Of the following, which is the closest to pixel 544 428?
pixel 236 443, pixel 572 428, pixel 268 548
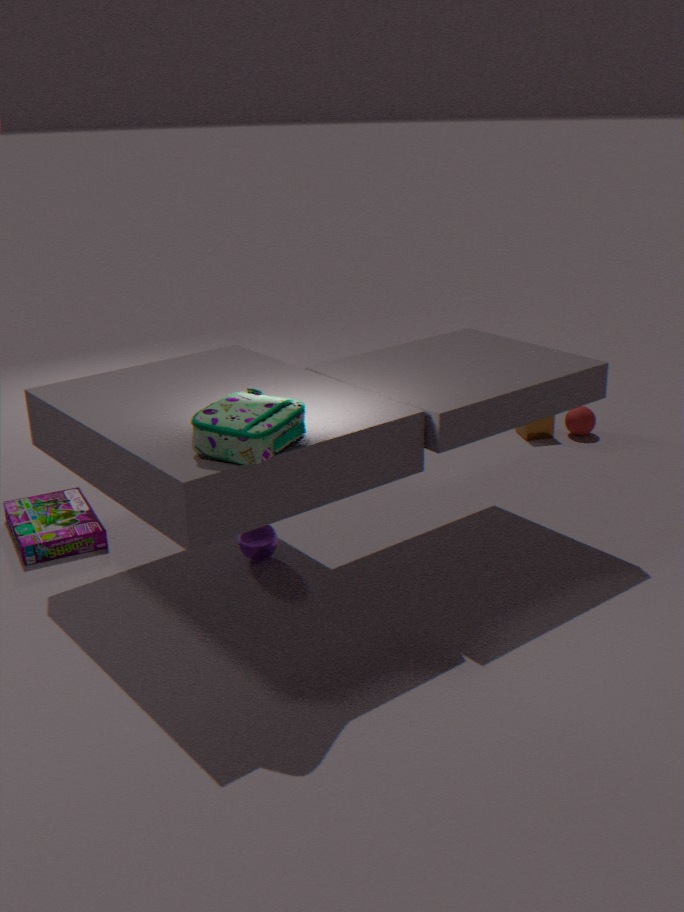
pixel 572 428
